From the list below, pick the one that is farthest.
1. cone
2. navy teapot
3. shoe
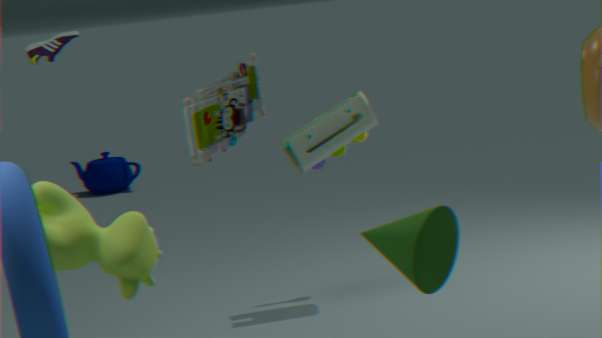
navy teapot
